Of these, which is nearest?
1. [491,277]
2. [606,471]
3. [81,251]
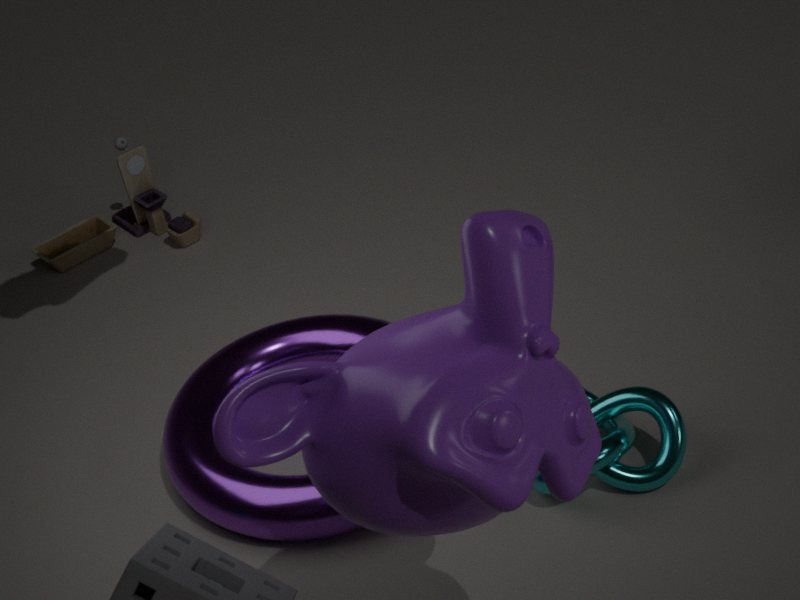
[491,277]
